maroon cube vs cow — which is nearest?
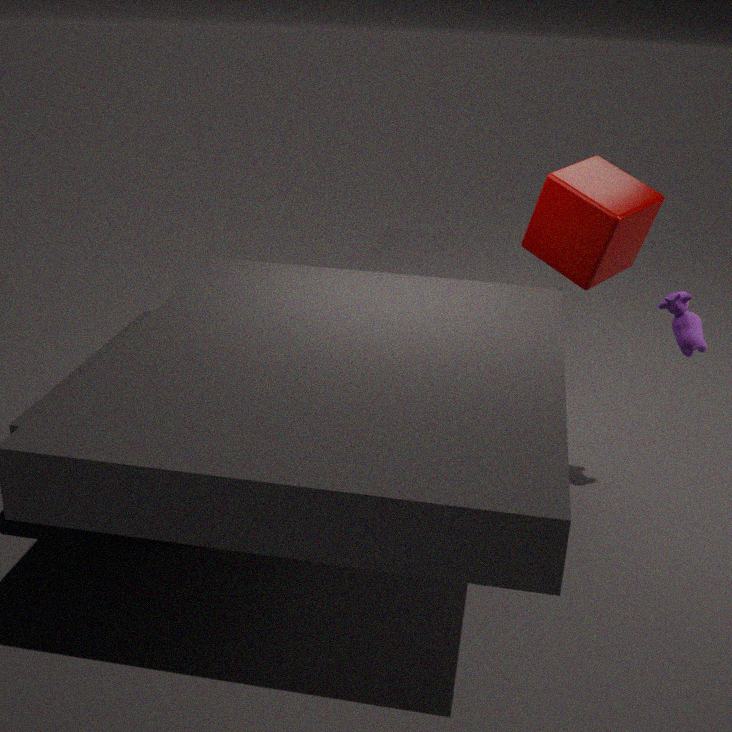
cow
